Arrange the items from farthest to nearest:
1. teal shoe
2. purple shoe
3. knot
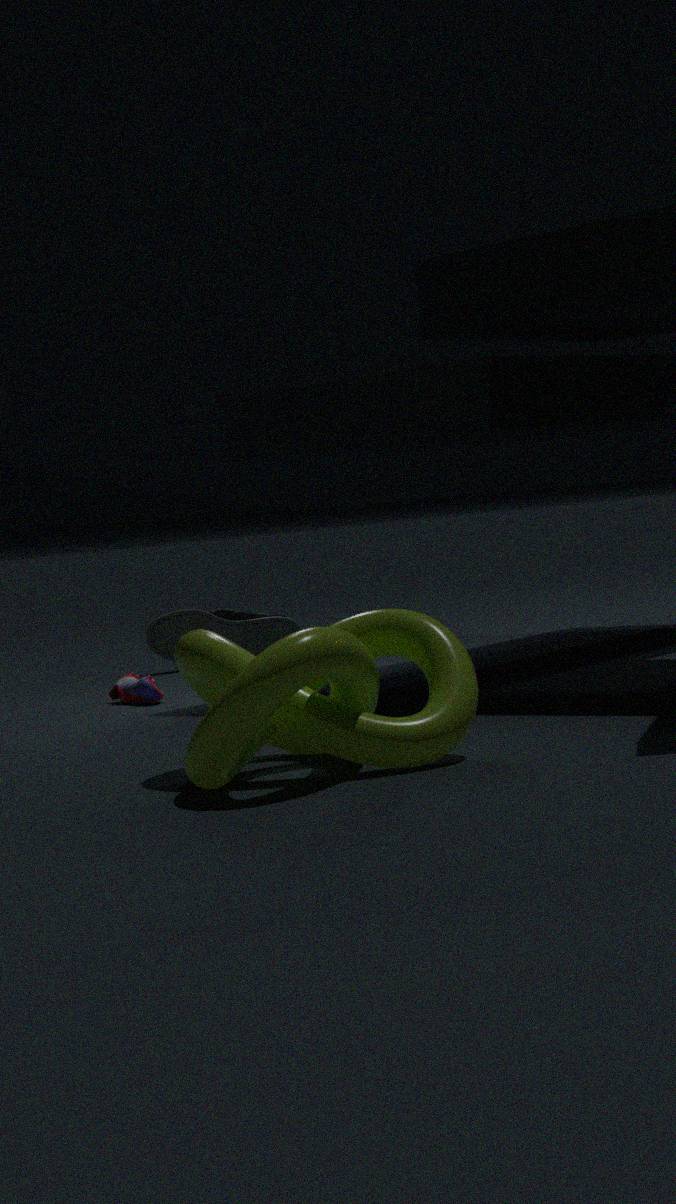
1. teal shoe
2. purple shoe
3. knot
